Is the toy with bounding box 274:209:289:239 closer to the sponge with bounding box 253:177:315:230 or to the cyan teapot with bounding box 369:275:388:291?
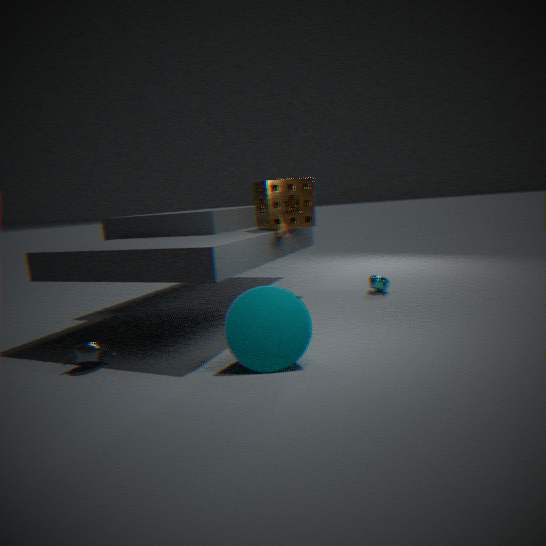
the sponge with bounding box 253:177:315:230
